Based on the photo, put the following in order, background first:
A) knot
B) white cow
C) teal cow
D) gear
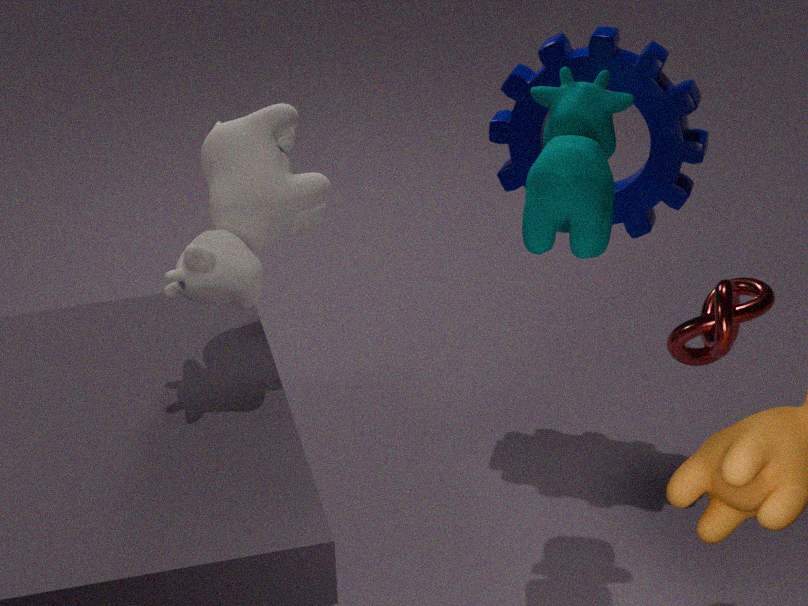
gear, white cow, teal cow, knot
